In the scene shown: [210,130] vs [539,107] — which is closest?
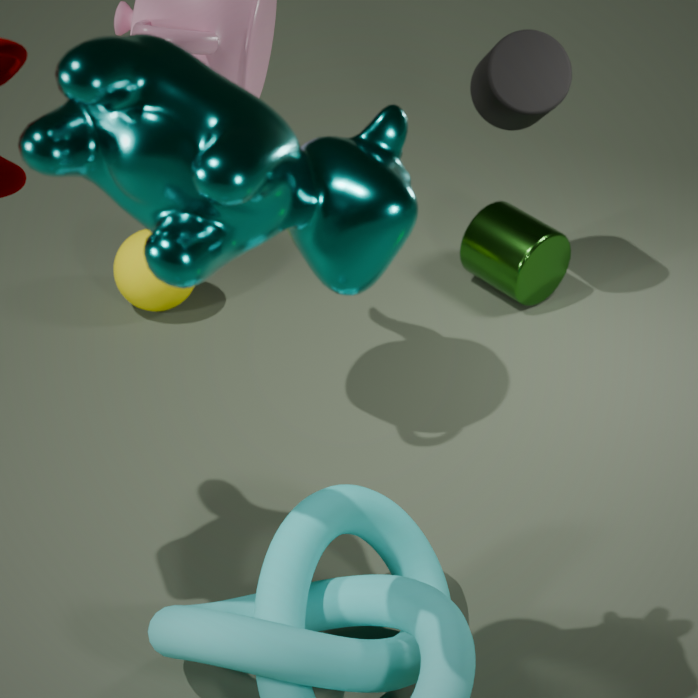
[210,130]
